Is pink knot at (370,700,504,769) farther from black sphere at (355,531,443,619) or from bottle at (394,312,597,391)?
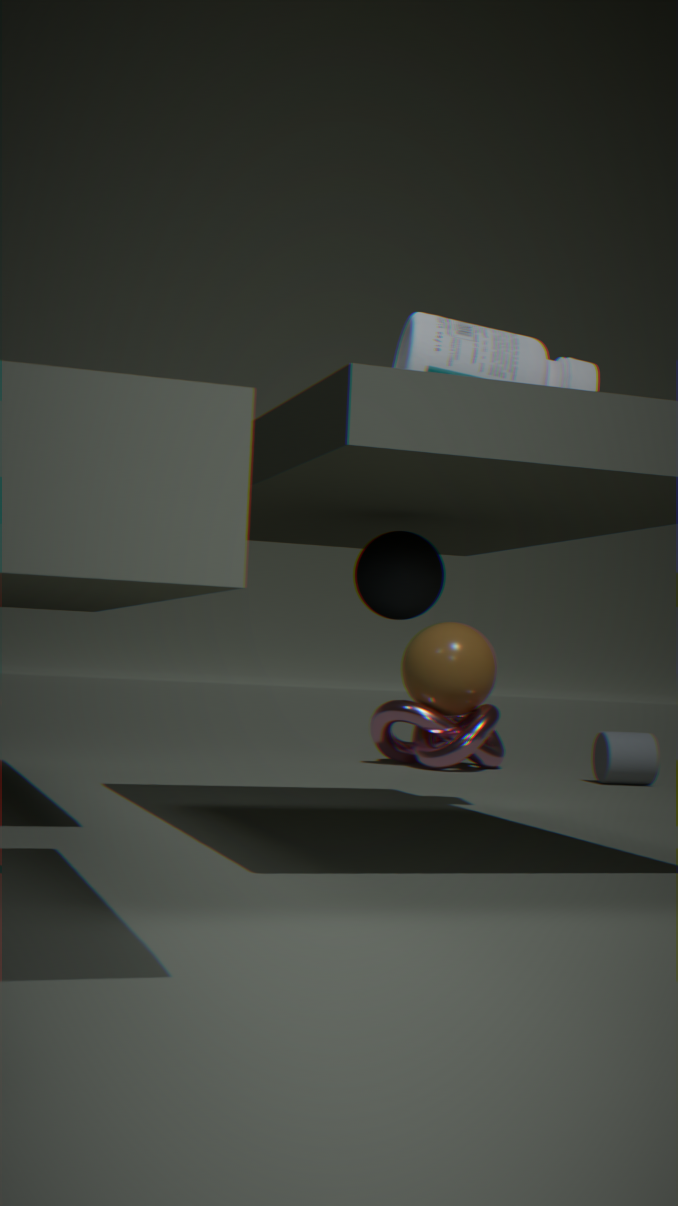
black sphere at (355,531,443,619)
